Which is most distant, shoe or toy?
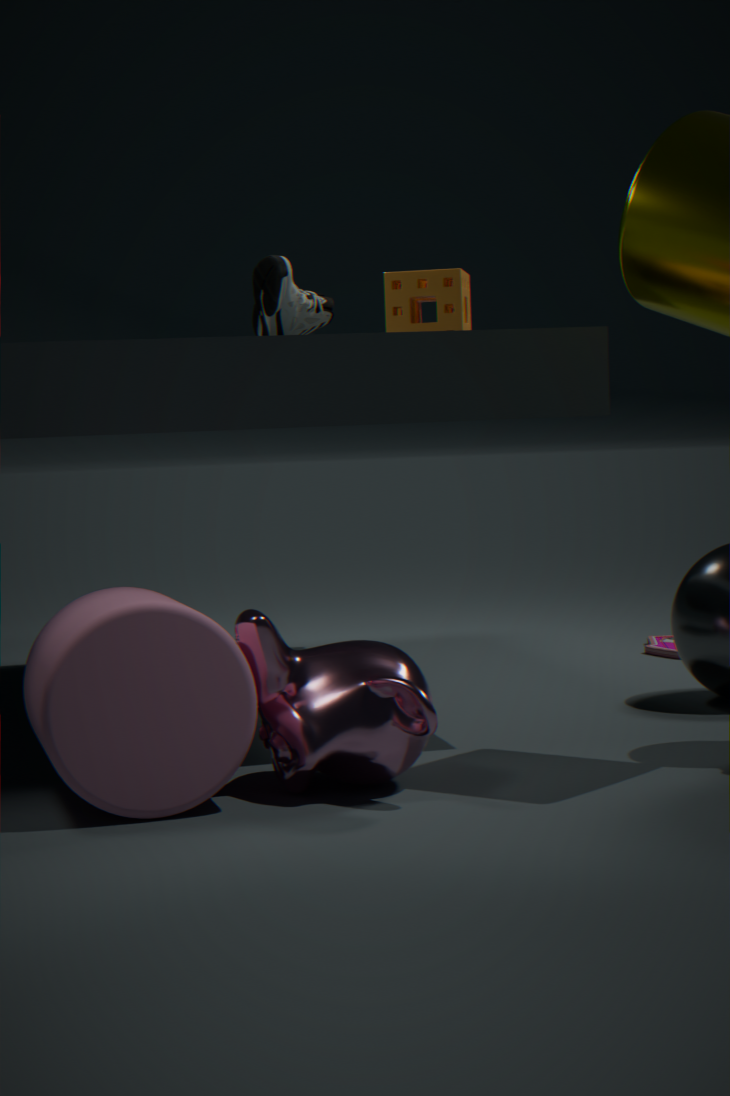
toy
